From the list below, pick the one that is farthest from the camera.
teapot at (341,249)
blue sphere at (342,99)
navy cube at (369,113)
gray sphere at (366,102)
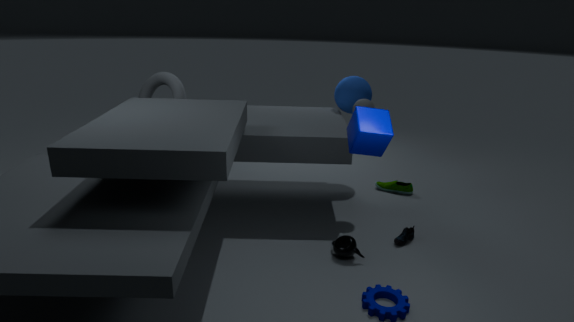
blue sphere at (342,99)
